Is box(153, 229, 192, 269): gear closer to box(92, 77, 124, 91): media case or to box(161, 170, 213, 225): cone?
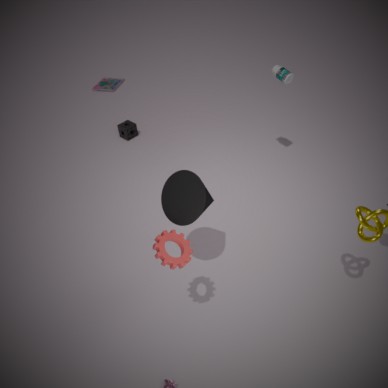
box(161, 170, 213, 225): cone
